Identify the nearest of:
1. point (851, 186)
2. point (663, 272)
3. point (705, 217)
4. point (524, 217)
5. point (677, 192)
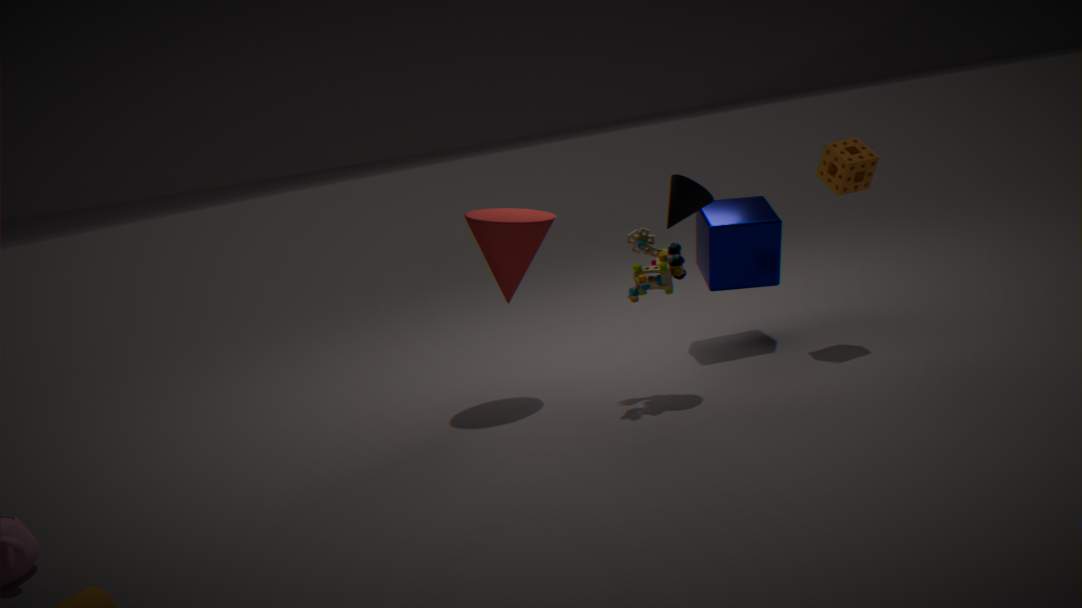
point (663, 272)
